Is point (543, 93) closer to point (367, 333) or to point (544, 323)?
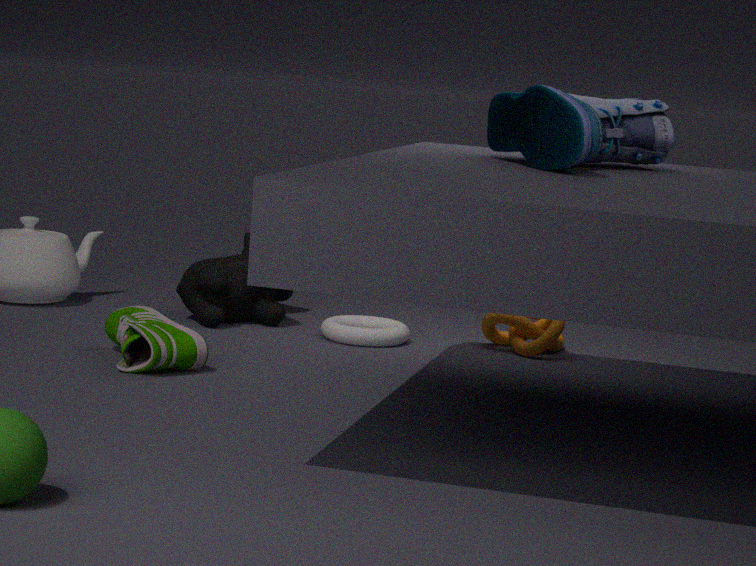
point (544, 323)
